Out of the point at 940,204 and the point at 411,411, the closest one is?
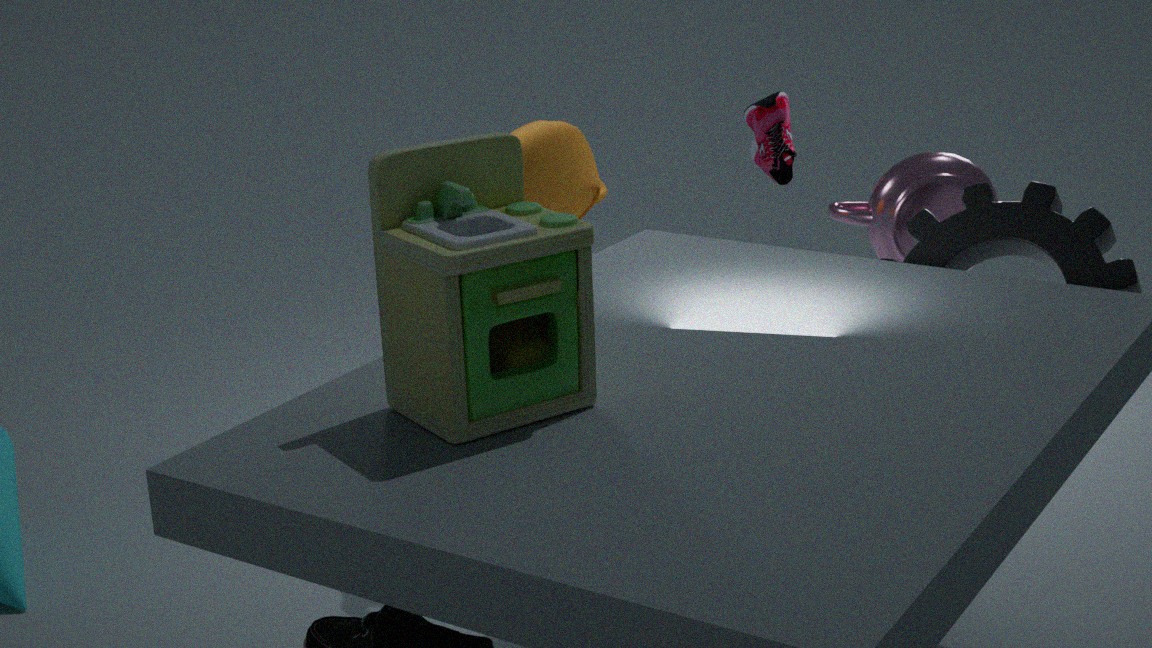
the point at 411,411
